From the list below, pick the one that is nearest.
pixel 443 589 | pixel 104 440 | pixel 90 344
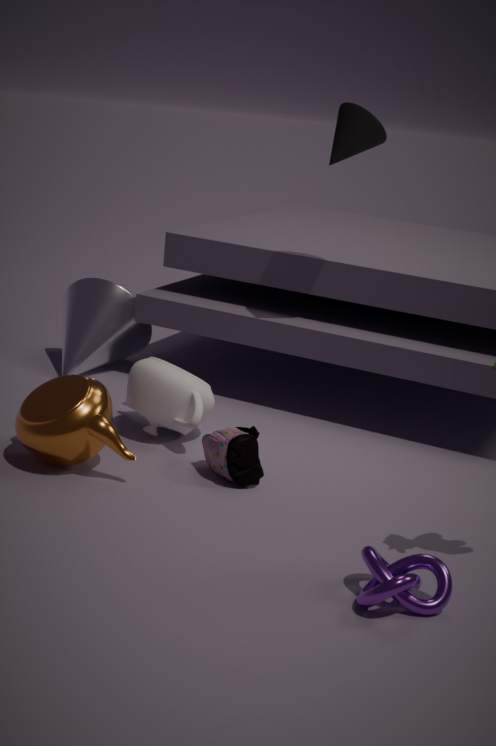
pixel 443 589
